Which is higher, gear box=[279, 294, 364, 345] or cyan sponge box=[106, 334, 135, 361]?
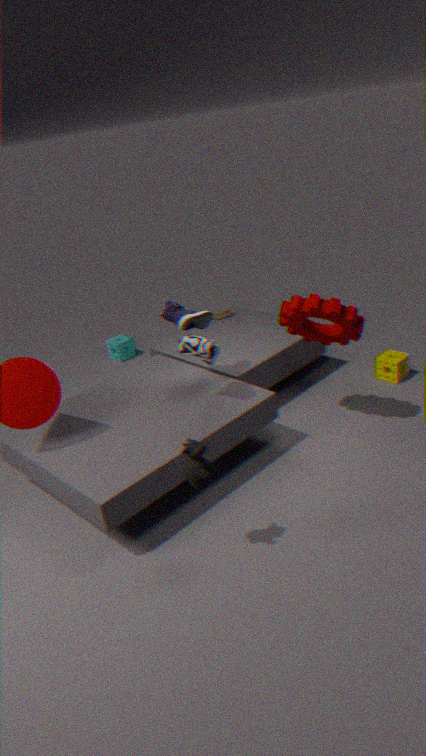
gear box=[279, 294, 364, 345]
